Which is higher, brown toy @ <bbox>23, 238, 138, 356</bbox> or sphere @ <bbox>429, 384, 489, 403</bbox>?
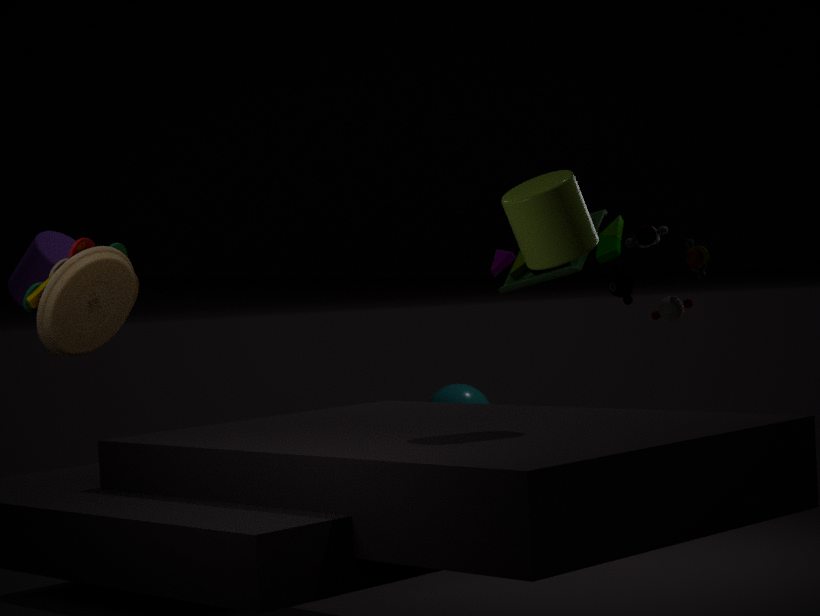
brown toy @ <bbox>23, 238, 138, 356</bbox>
